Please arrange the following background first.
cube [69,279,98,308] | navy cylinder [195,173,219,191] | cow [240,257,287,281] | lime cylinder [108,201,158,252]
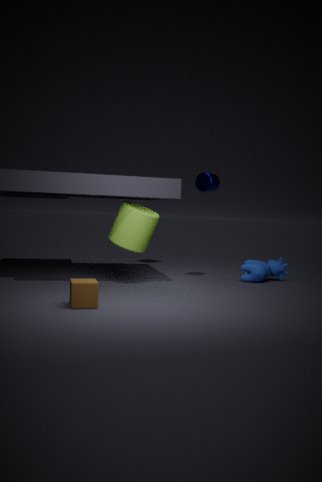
cow [240,257,287,281] → navy cylinder [195,173,219,191] → lime cylinder [108,201,158,252] → cube [69,279,98,308]
